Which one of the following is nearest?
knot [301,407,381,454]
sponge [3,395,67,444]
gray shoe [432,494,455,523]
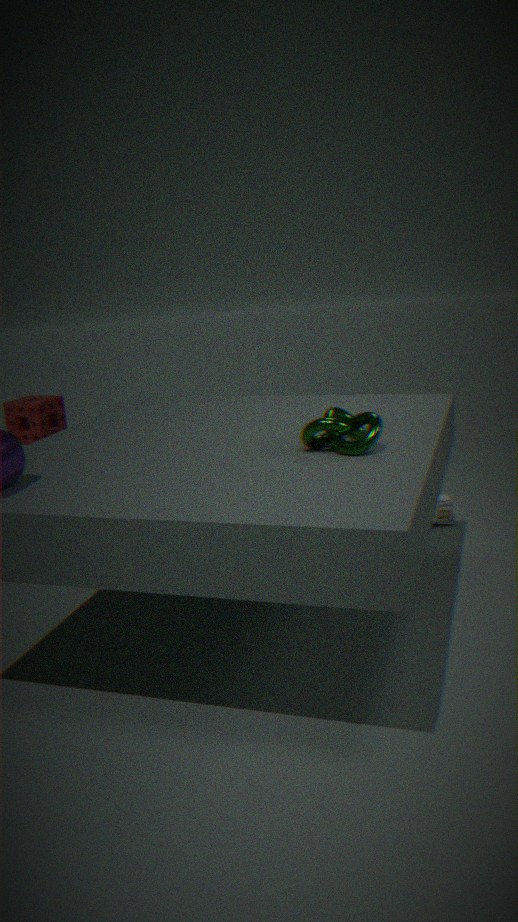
knot [301,407,381,454]
